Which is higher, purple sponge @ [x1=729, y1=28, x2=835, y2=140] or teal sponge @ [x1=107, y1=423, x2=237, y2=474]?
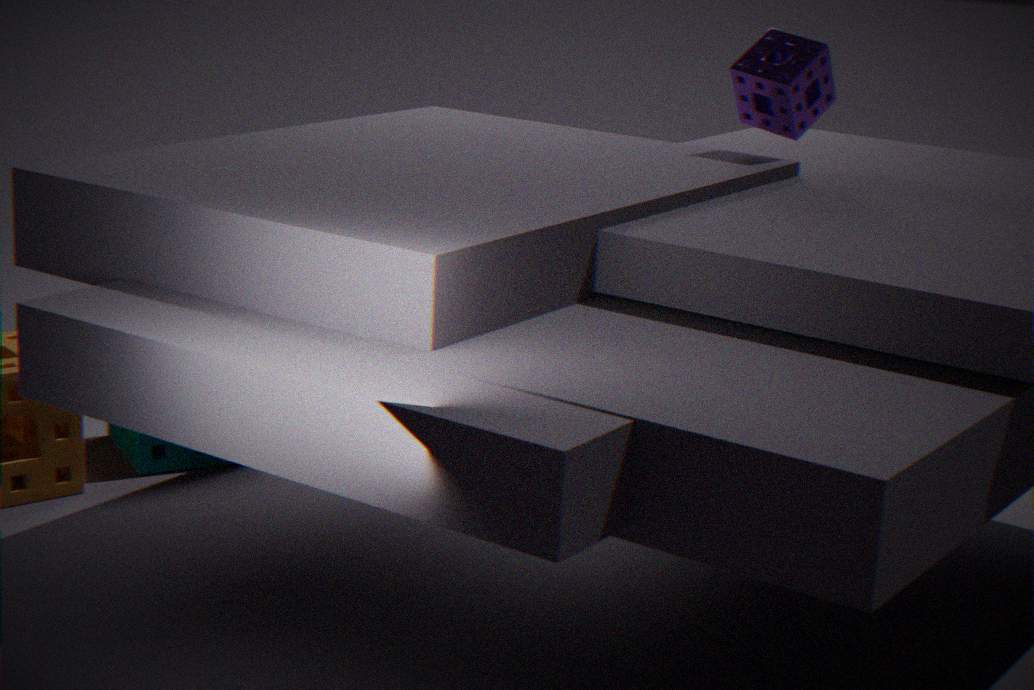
purple sponge @ [x1=729, y1=28, x2=835, y2=140]
